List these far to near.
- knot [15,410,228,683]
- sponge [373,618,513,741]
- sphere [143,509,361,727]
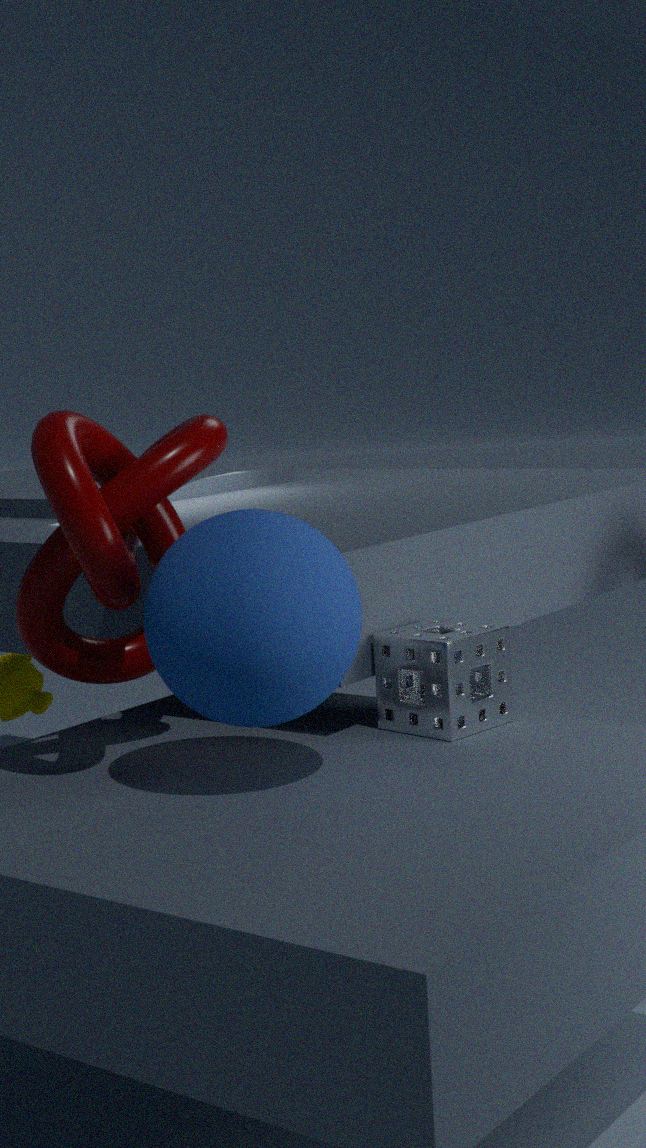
sponge [373,618,513,741], knot [15,410,228,683], sphere [143,509,361,727]
